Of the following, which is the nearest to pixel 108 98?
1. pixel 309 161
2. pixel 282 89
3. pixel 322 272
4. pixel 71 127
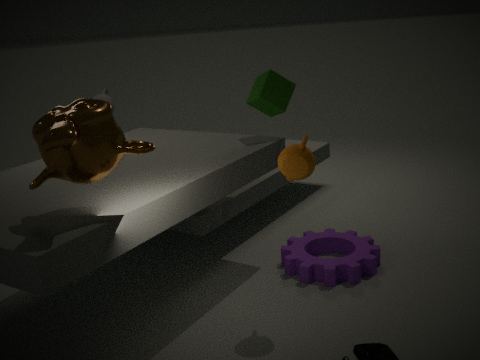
pixel 282 89
